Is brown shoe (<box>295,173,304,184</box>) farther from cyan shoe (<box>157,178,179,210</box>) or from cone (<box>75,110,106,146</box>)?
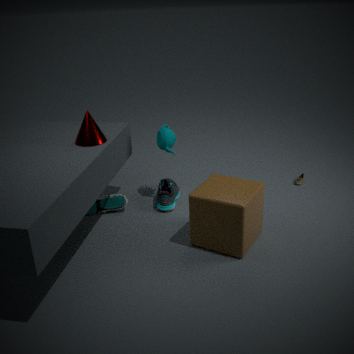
cone (<box>75,110,106,146</box>)
